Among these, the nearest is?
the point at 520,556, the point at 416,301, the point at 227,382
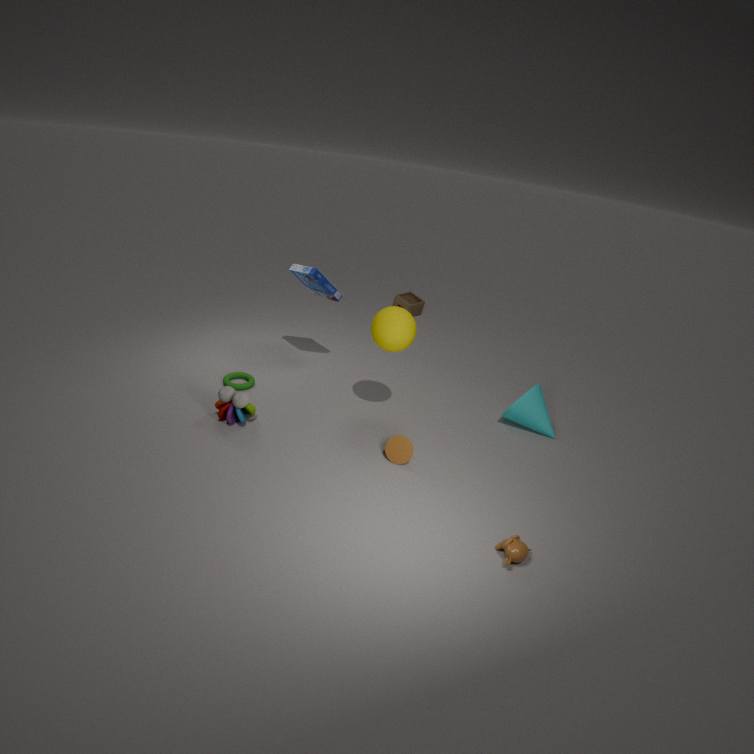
the point at 520,556
